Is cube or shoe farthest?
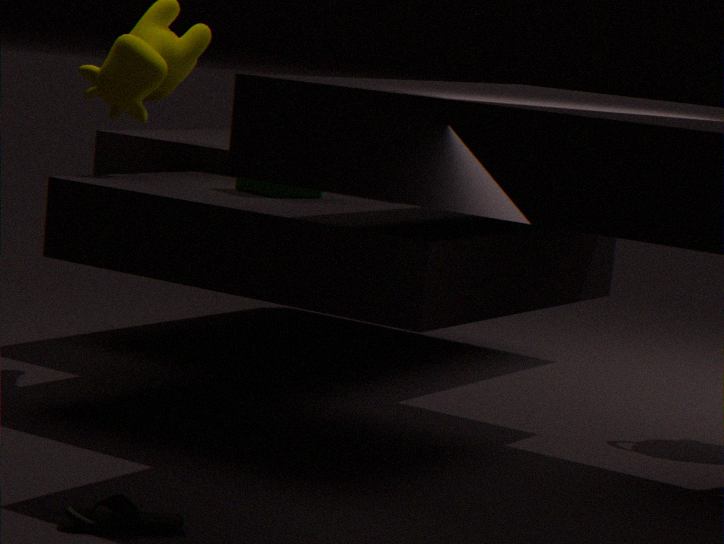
cube
